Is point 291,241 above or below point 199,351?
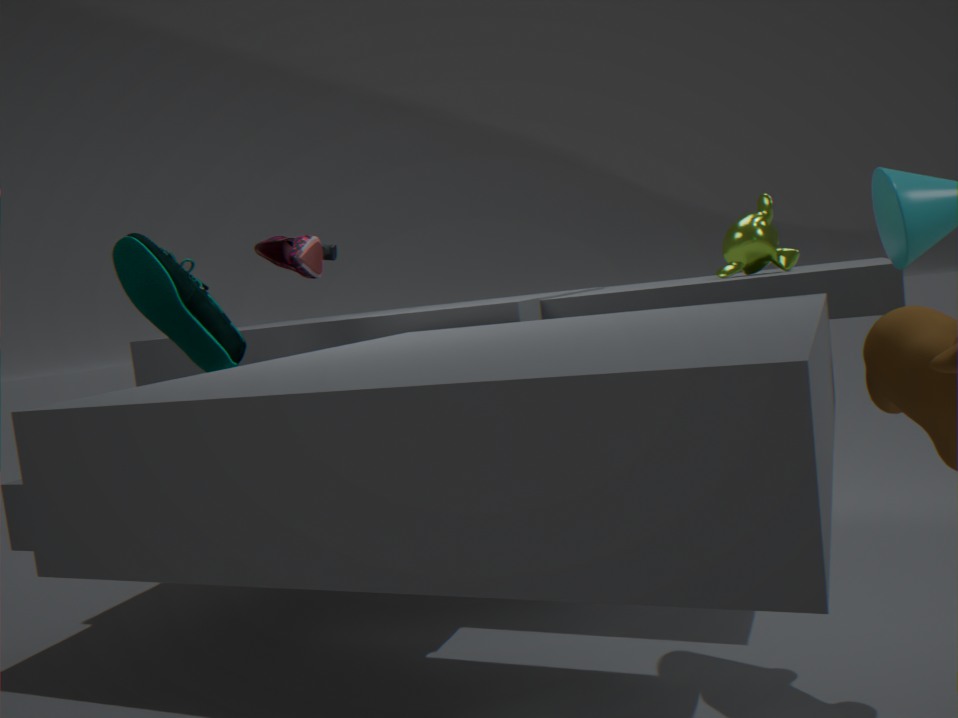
above
